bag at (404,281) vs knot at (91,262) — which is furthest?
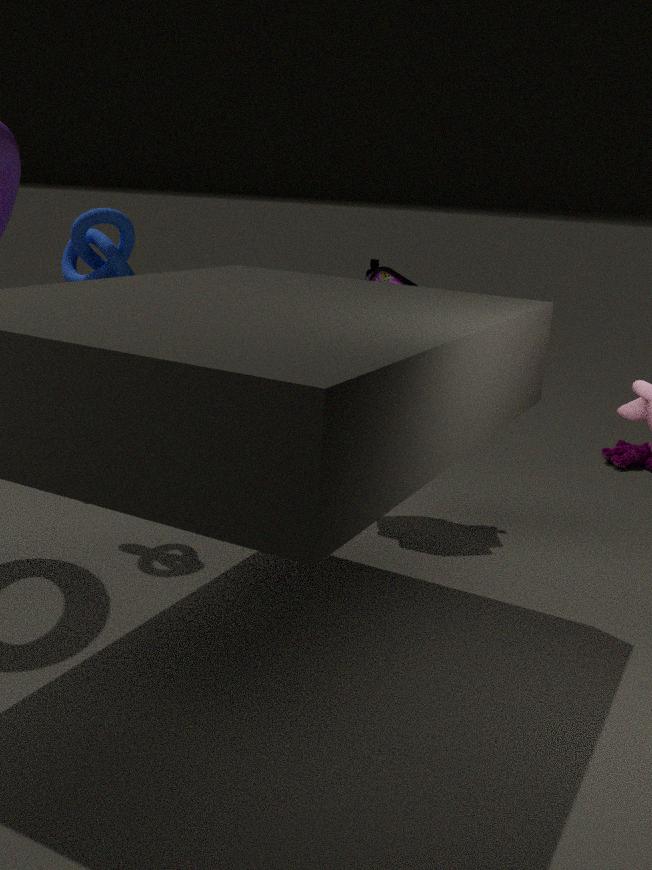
bag at (404,281)
